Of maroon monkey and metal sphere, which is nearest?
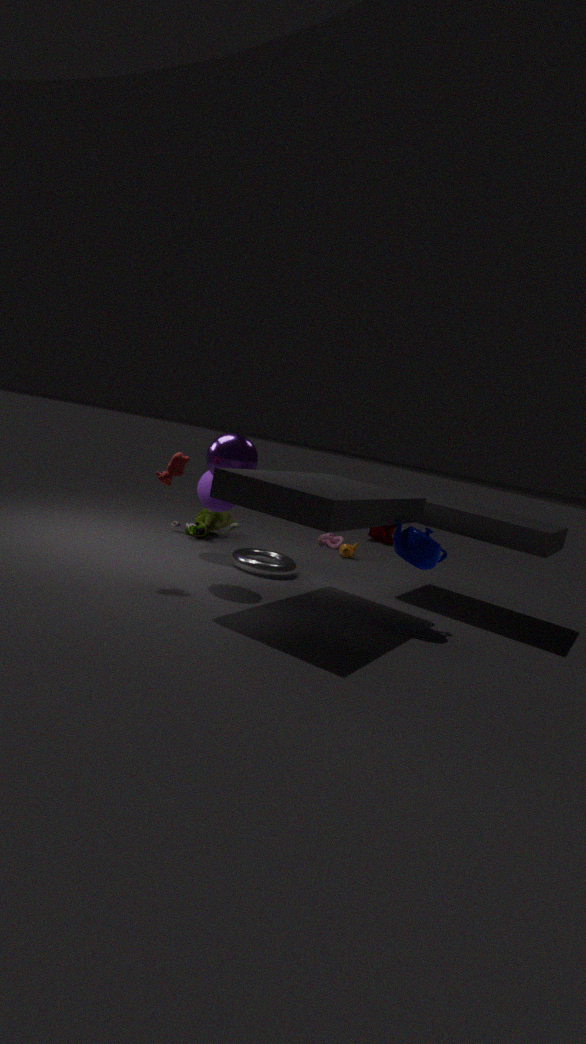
metal sphere
